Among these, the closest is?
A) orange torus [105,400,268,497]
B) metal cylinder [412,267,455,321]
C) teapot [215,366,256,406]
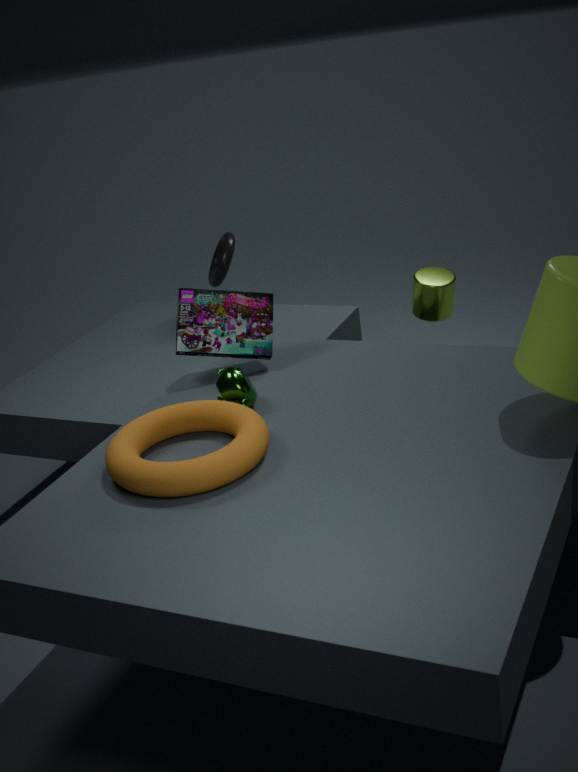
orange torus [105,400,268,497]
